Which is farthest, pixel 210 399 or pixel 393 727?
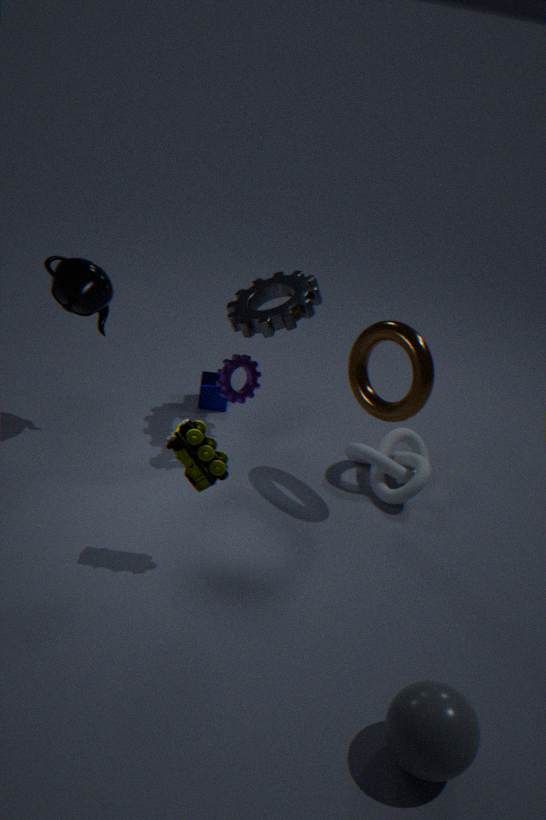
pixel 210 399
